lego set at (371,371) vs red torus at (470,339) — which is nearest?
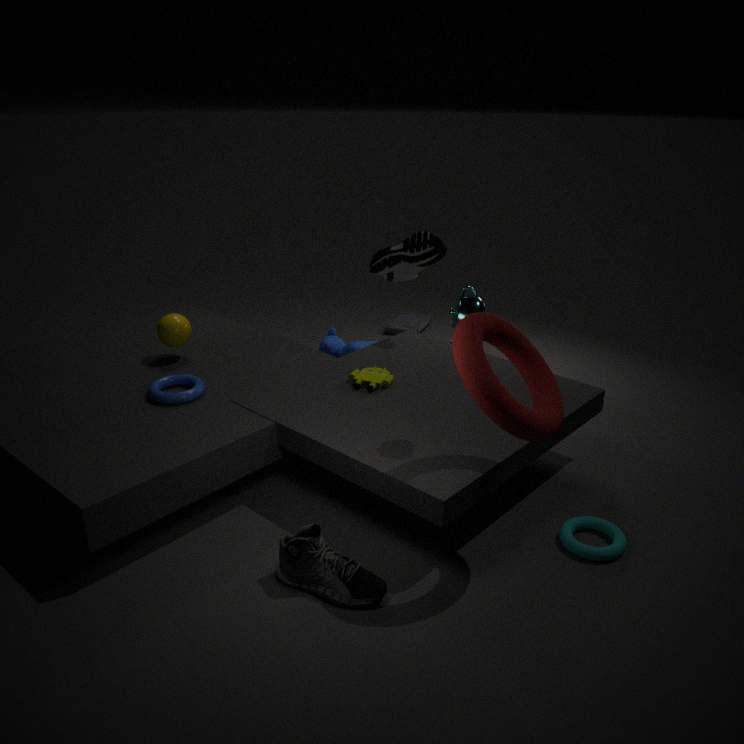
red torus at (470,339)
